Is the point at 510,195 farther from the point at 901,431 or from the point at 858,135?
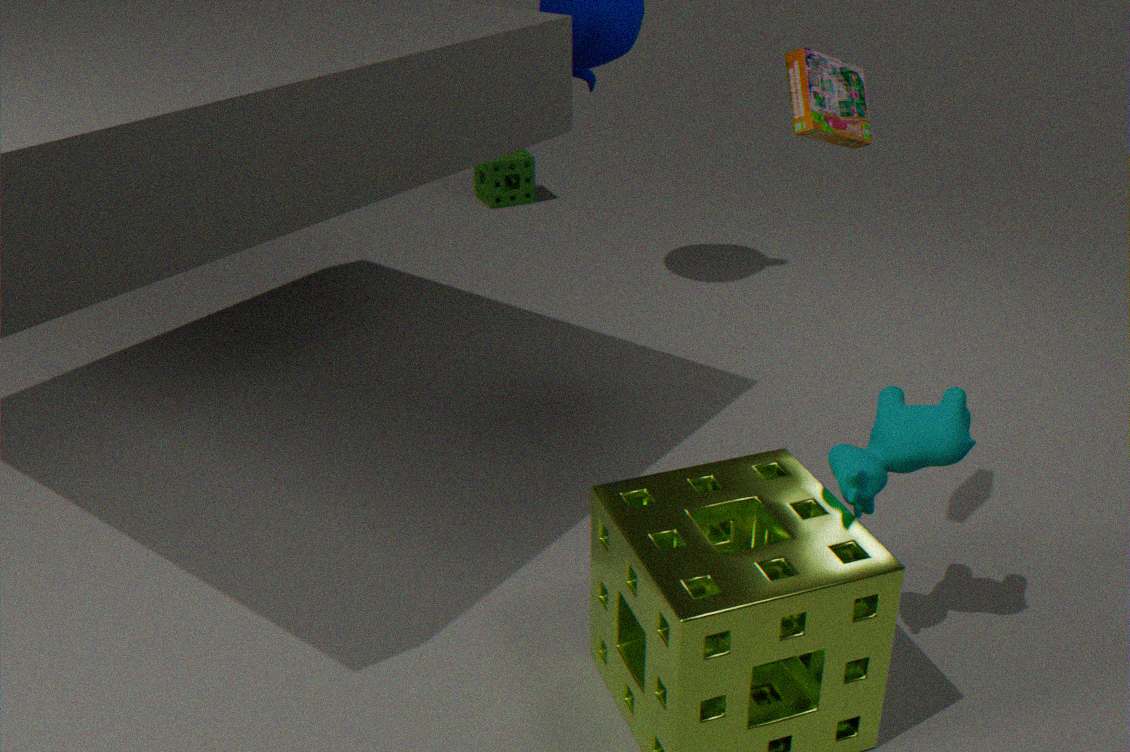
the point at 901,431
